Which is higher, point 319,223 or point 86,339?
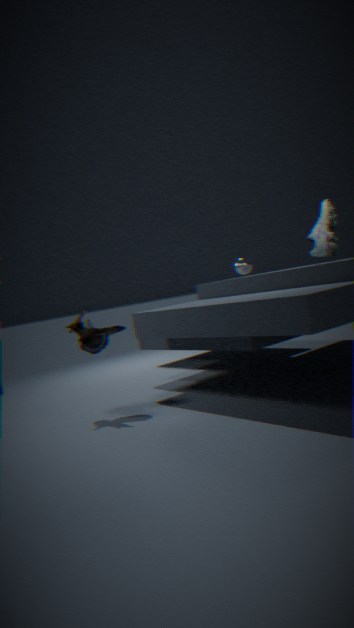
point 319,223
